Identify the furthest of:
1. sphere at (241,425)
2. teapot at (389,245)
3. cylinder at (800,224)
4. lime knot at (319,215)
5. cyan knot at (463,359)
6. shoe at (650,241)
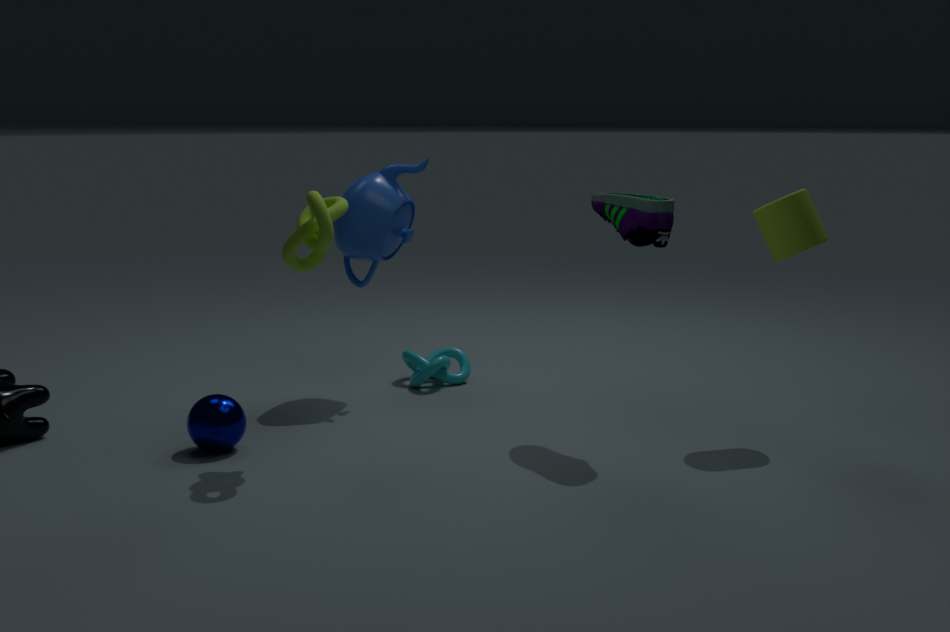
cyan knot at (463,359)
